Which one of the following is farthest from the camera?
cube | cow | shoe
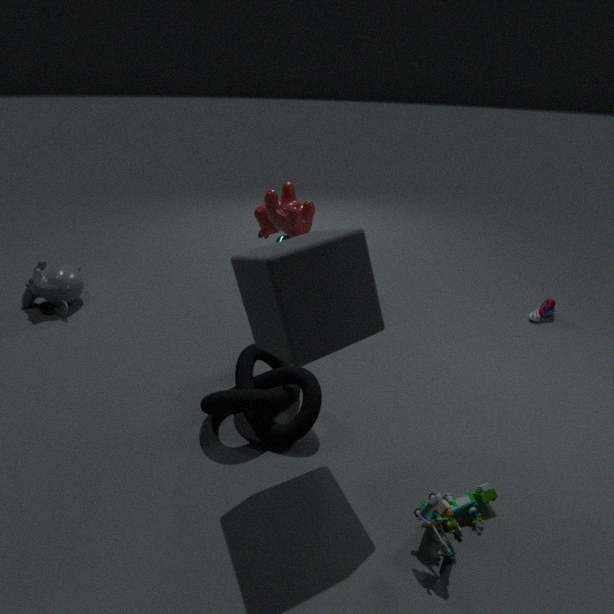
shoe
